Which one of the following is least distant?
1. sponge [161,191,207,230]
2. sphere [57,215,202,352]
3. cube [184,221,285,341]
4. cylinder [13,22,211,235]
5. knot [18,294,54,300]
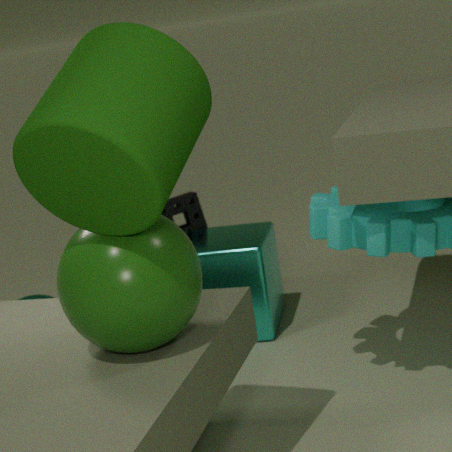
cylinder [13,22,211,235]
